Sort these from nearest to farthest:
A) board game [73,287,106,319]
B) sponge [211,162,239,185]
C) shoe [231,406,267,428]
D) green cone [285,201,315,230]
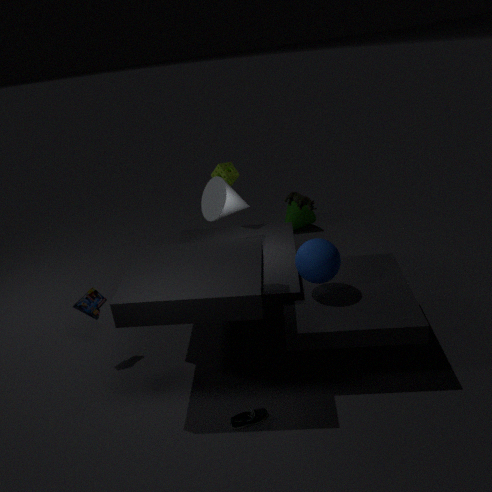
shoe [231,406,267,428], board game [73,287,106,319], sponge [211,162,239,185], green cone [285,201,315,230]
